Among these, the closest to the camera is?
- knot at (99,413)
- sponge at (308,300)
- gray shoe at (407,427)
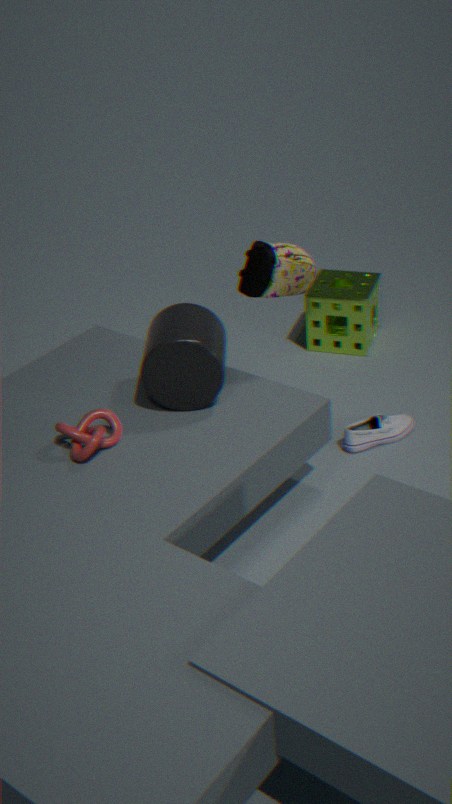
knot at (99,413)
